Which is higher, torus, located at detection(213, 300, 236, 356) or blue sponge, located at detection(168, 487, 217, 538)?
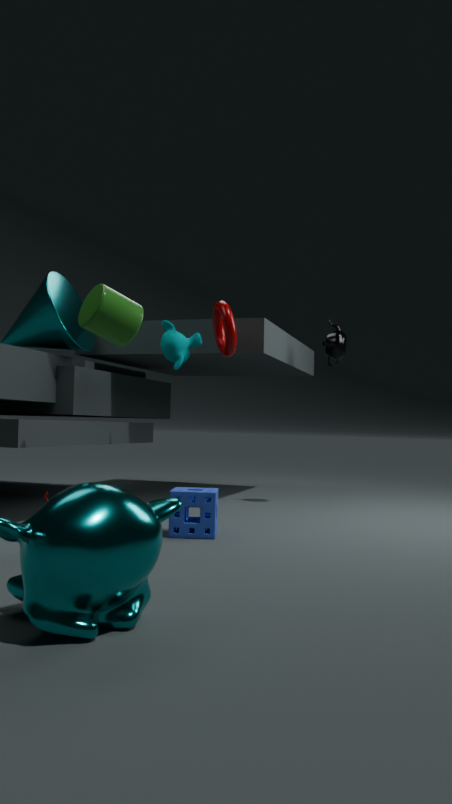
torus, located at detection(213, 300, 236, 356)
